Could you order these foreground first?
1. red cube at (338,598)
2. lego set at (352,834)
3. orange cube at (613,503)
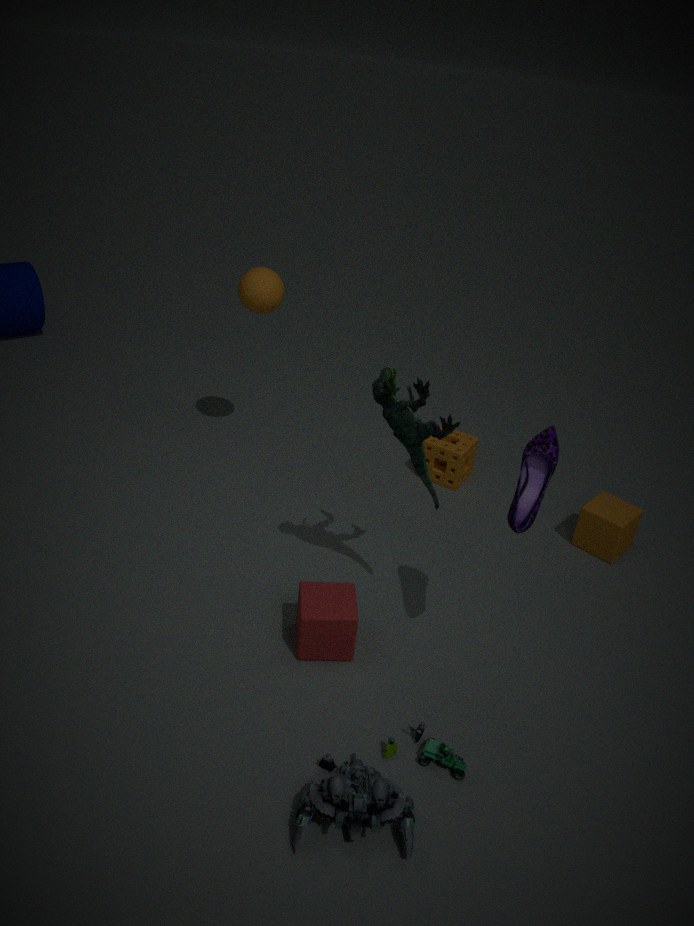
lego set at (352,834) < red cube at (338,598) < orange cube at (613,503)
